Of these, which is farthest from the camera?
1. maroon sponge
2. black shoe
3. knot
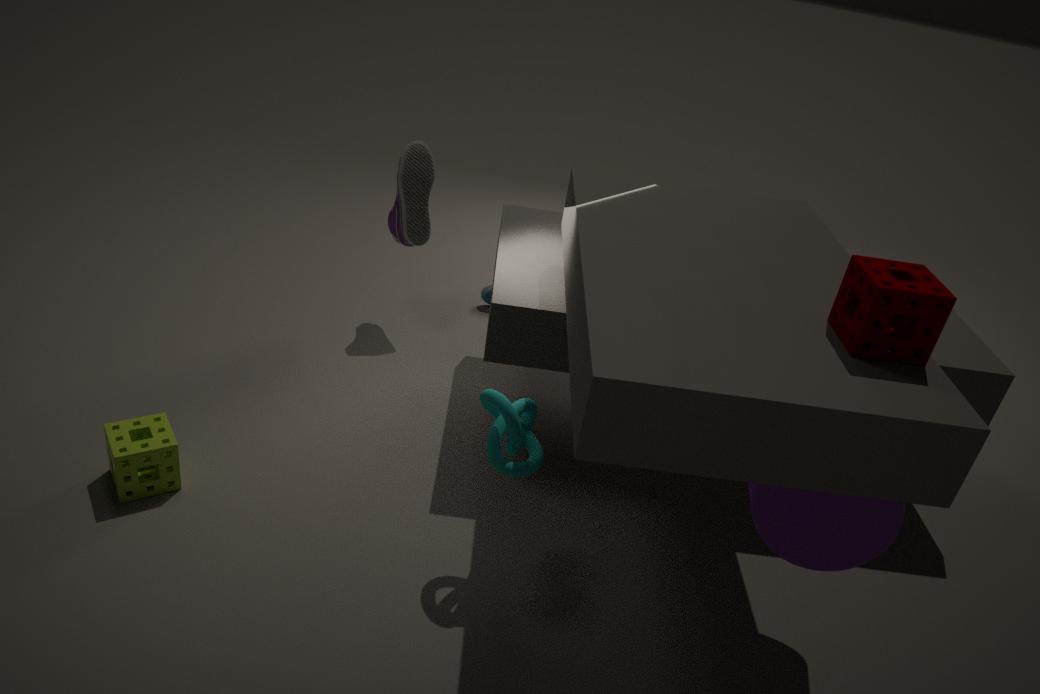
black shoe
